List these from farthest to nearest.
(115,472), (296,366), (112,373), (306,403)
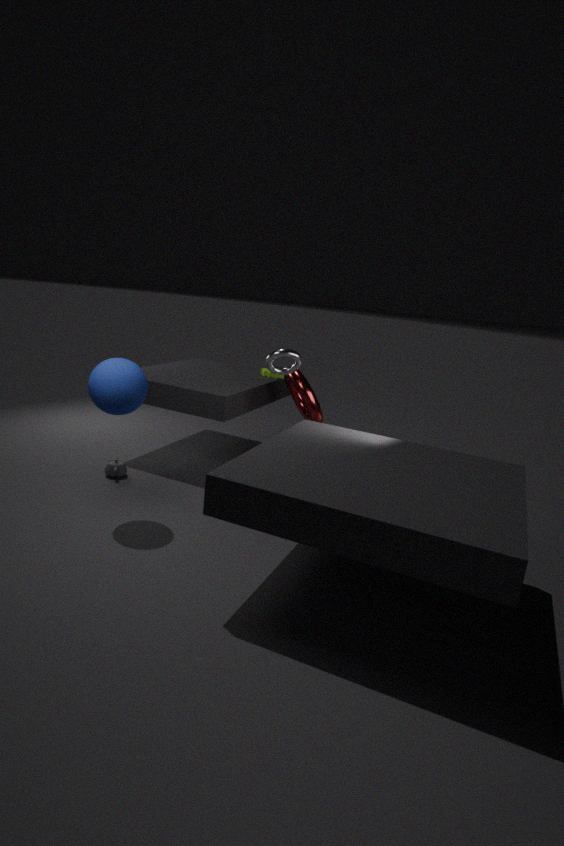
(306,403), (115,472), (296,366), (112,373)
